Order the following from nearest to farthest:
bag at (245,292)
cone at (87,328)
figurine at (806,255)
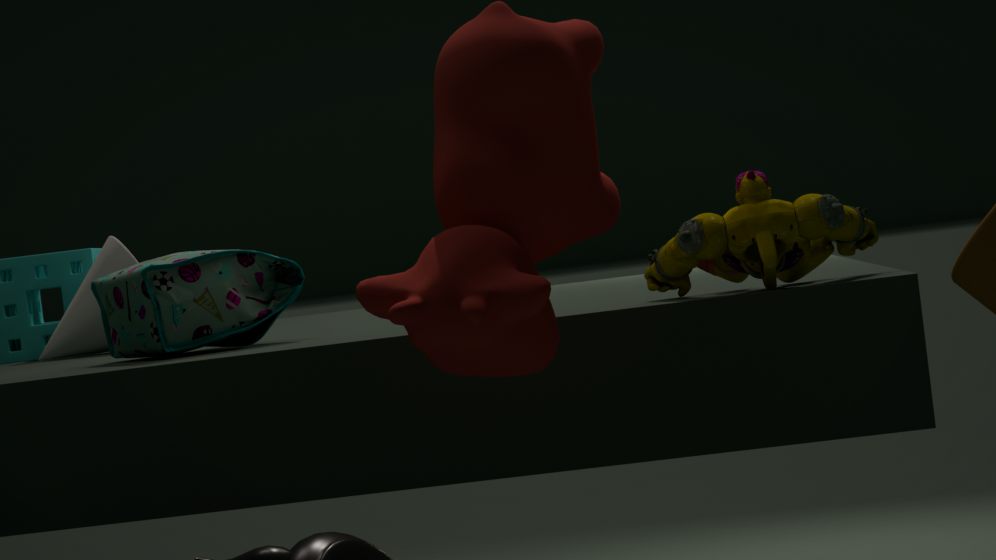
figurine at (806,255) < bag at (245,292) < cone at (87,328)
